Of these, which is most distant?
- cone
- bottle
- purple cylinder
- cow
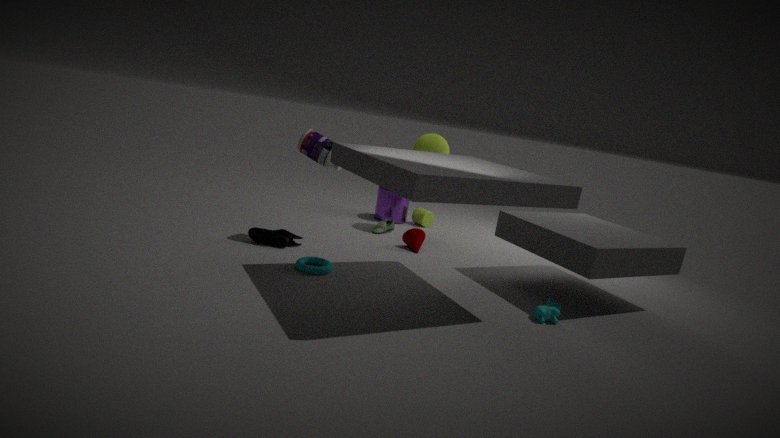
purple cylinder
